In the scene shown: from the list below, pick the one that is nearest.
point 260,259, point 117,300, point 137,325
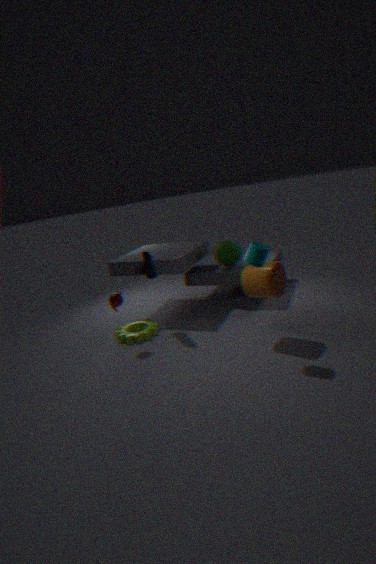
point 260,259
